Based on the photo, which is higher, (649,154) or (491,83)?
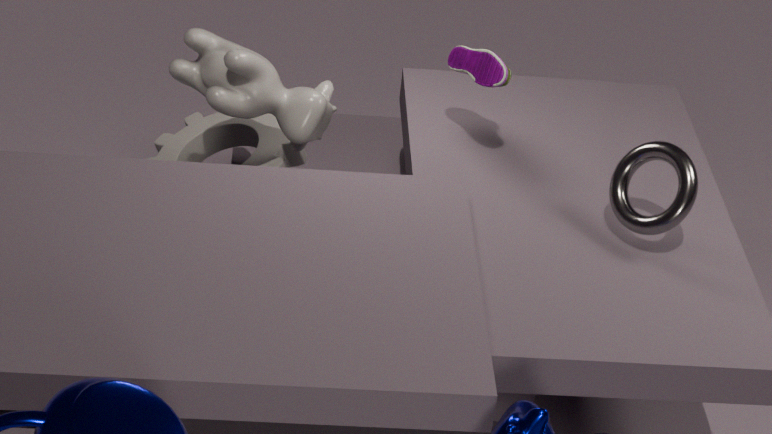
(491,83)
